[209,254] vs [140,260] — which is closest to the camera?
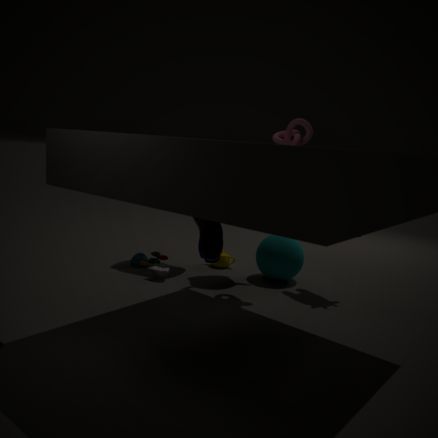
[209,254]
